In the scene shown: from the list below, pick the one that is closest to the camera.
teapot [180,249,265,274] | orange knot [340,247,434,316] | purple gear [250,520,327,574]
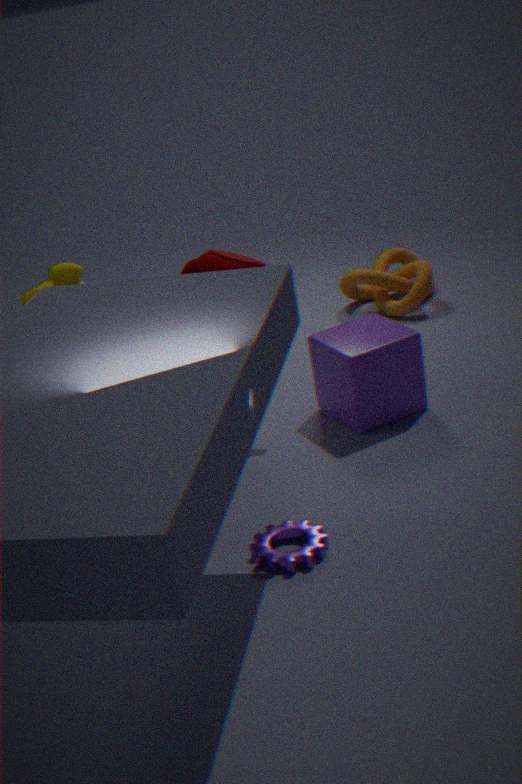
purple gear [250,520,327,574]
